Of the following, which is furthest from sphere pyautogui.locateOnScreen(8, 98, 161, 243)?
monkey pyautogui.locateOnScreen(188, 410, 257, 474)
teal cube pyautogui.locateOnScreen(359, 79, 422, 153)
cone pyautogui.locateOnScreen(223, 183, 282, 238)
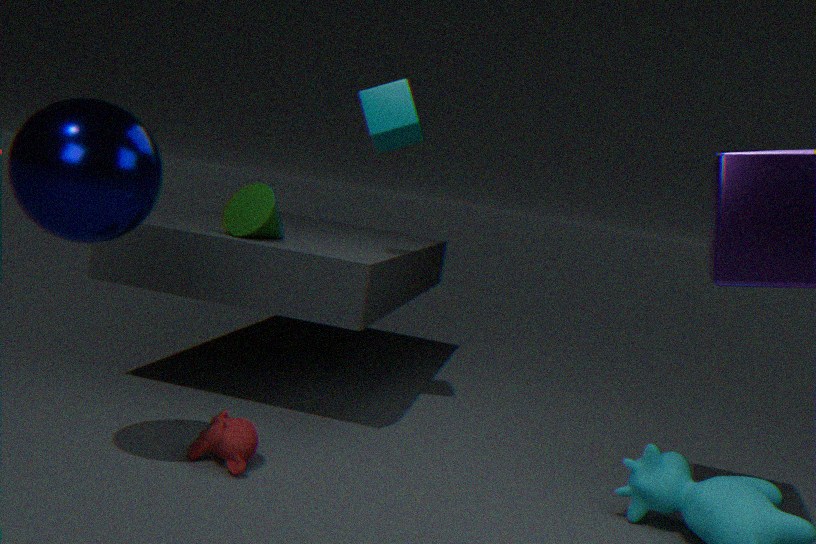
teal cube pyautogui.locateOnScreen(359, 79, 422, 153)
